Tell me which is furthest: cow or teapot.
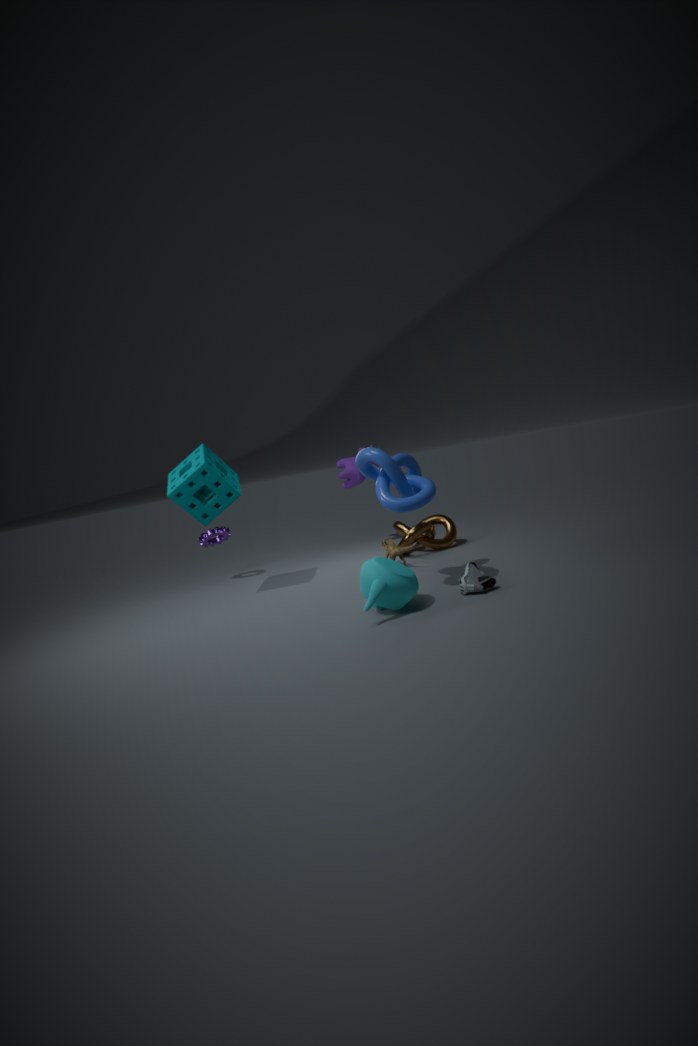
cow
